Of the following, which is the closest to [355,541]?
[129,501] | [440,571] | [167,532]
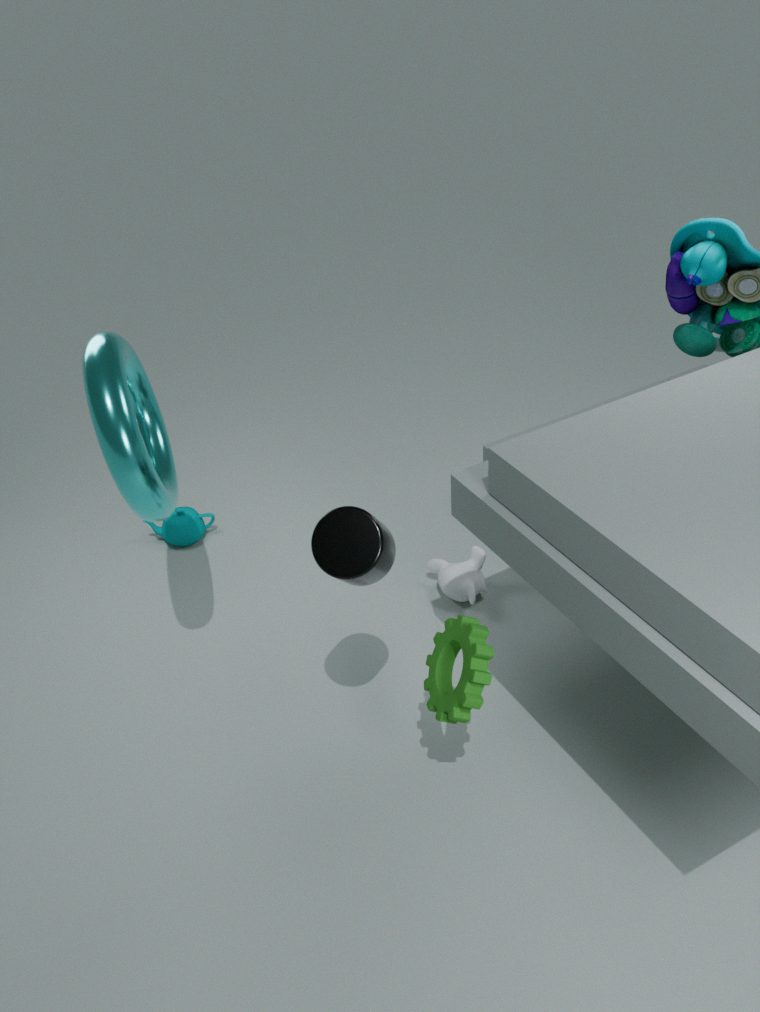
[129,501]
